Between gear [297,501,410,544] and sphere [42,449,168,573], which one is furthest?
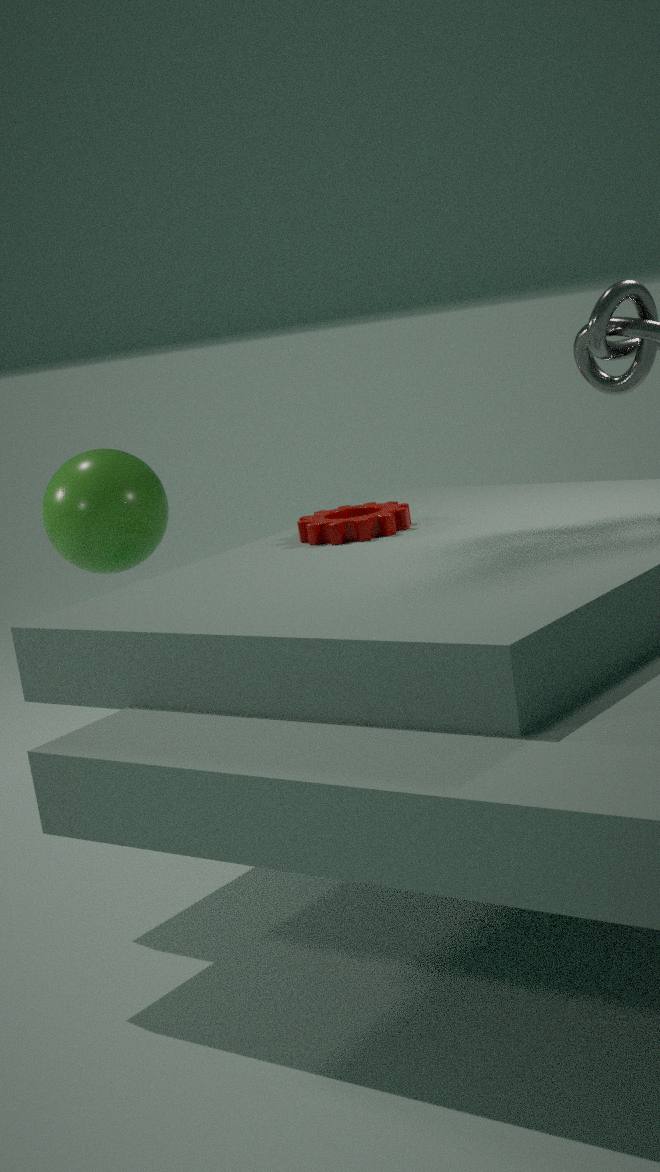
sphere [42,449,168,573]
